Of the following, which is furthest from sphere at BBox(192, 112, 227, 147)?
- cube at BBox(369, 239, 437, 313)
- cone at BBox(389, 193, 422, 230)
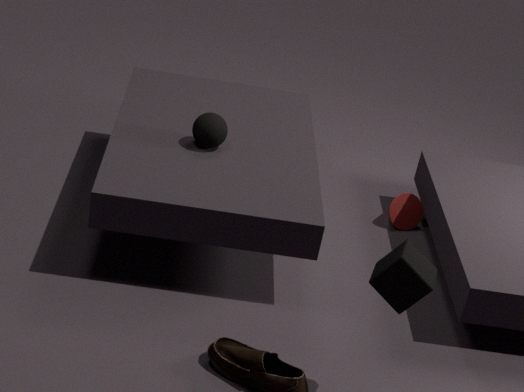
cube at BBox(369, 239, 437, 313)
